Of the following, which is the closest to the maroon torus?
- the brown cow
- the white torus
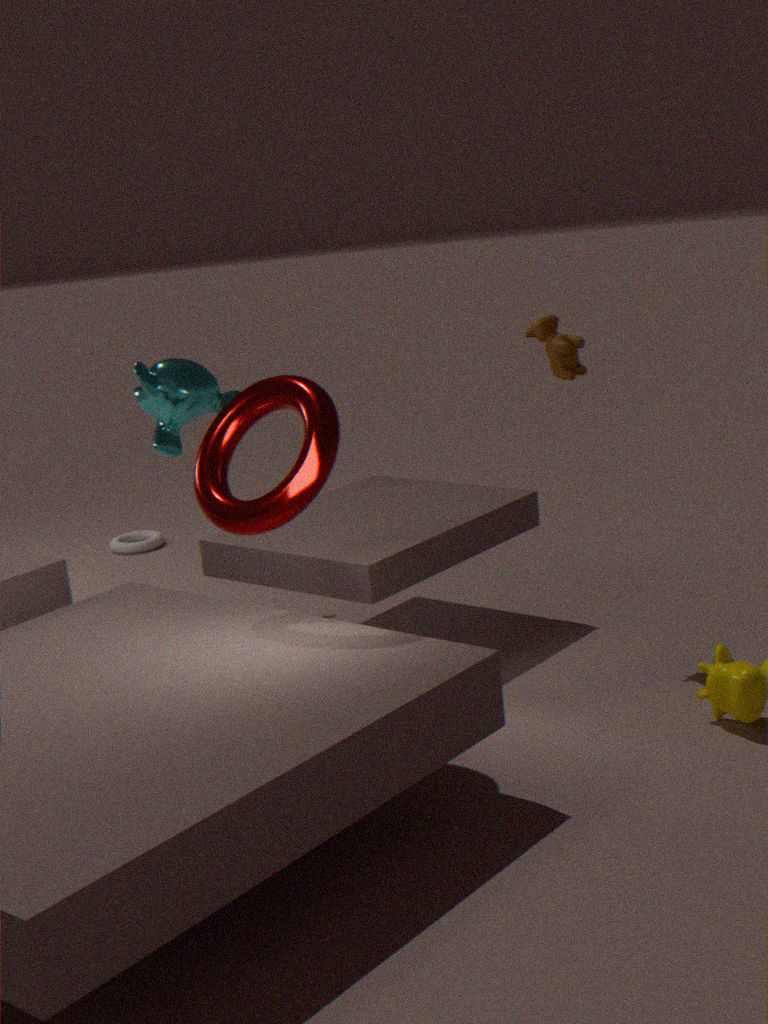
the brown cow
